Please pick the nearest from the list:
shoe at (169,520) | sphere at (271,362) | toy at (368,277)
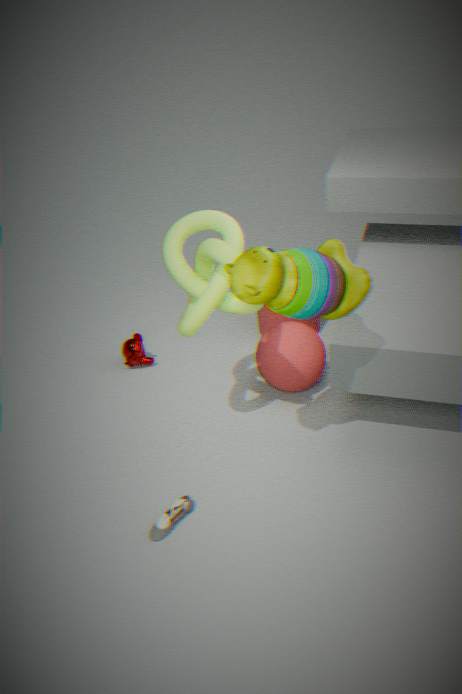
toy at (368,277)
